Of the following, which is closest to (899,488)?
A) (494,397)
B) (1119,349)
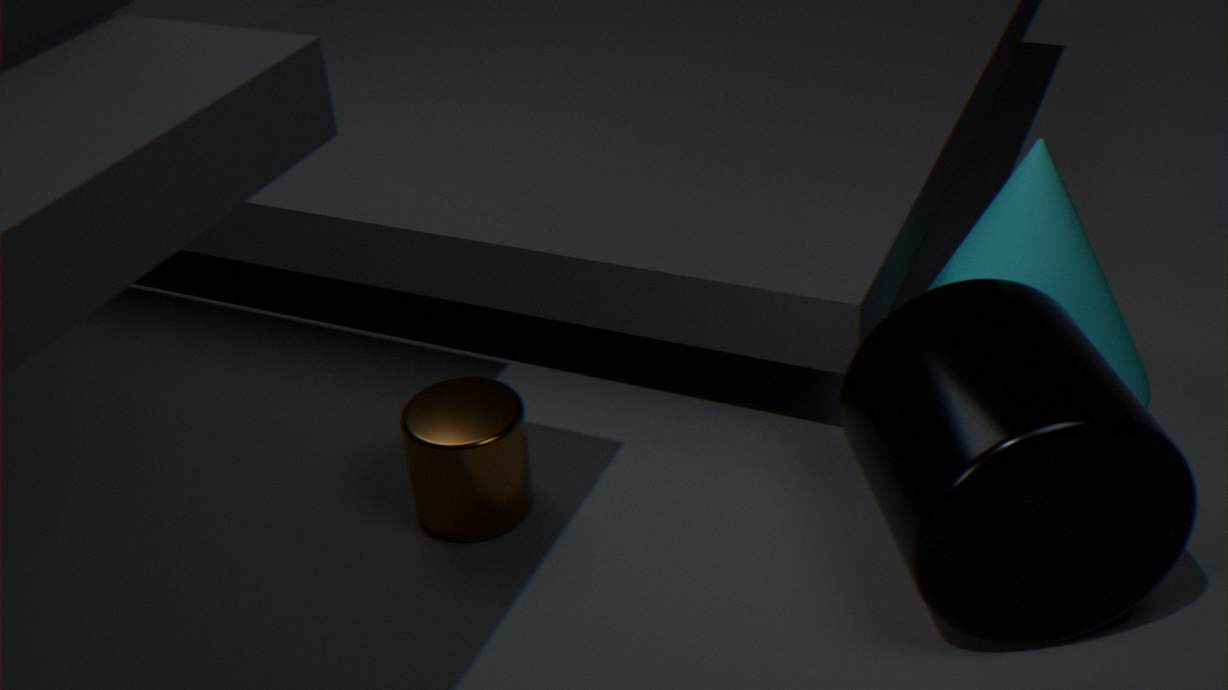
(1119,349)
